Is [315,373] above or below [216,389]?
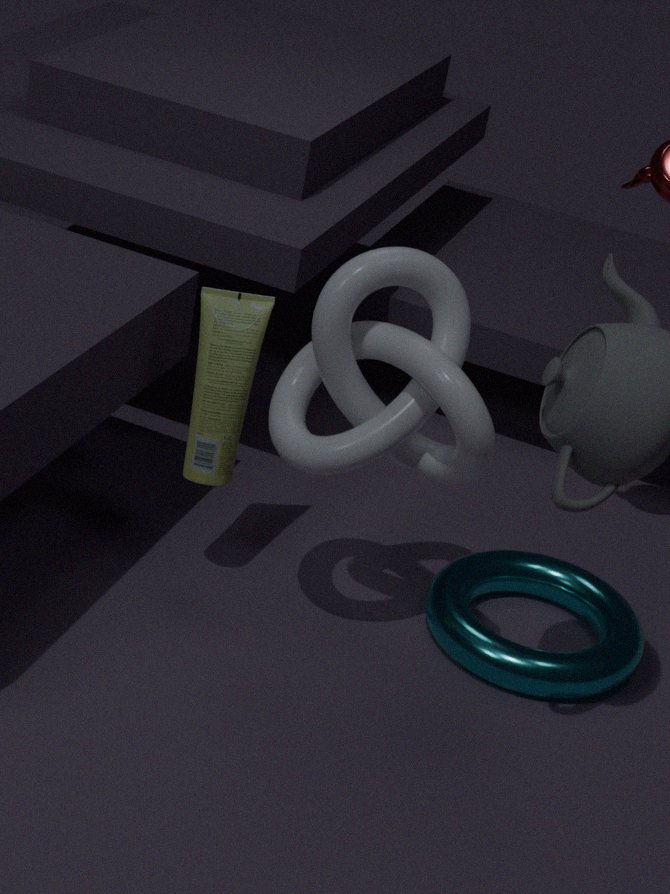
above
